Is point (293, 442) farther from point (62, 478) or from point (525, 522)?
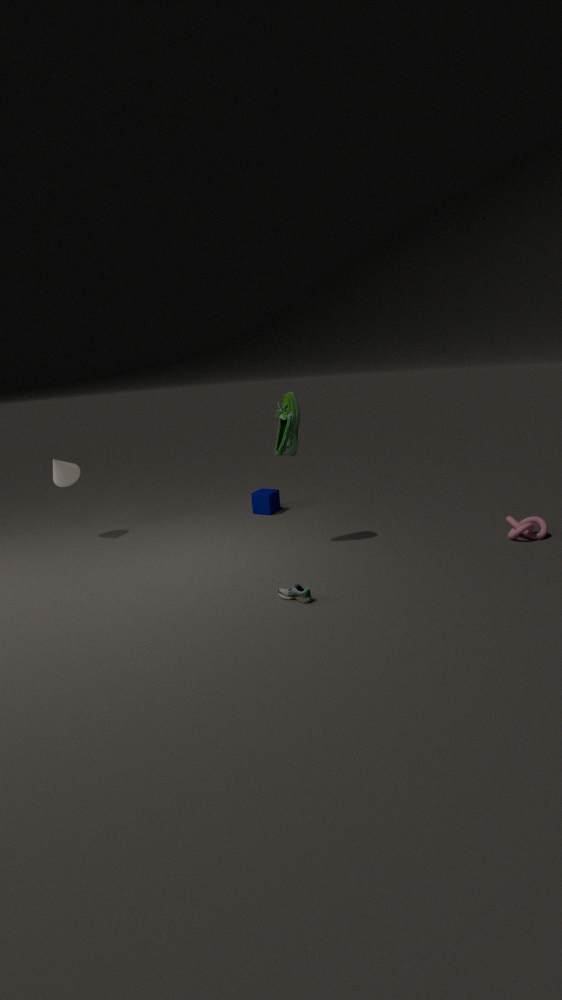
point (62, 478)
